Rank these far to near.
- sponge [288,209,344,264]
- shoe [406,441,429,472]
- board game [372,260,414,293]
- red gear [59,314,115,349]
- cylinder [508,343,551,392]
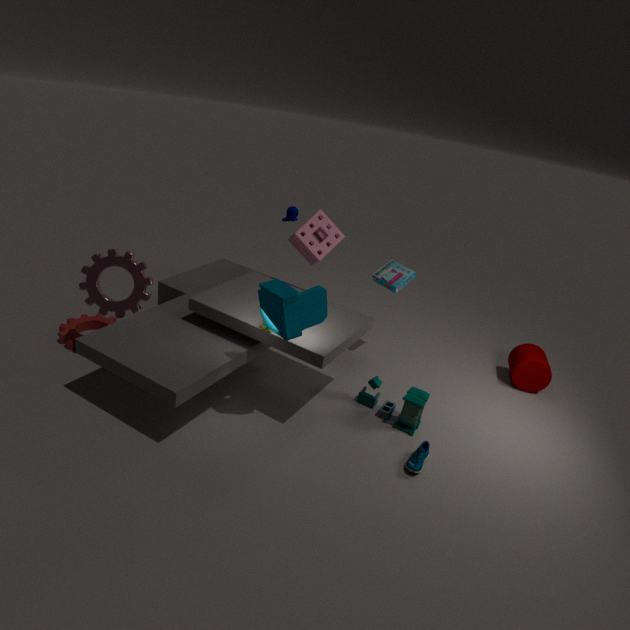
sponge [288,209,344,264] → cylinder [508,343,551,392] → board game [372,260,414,293] → red gear [59,314,115,349] → shoe [406,441,429,472]
